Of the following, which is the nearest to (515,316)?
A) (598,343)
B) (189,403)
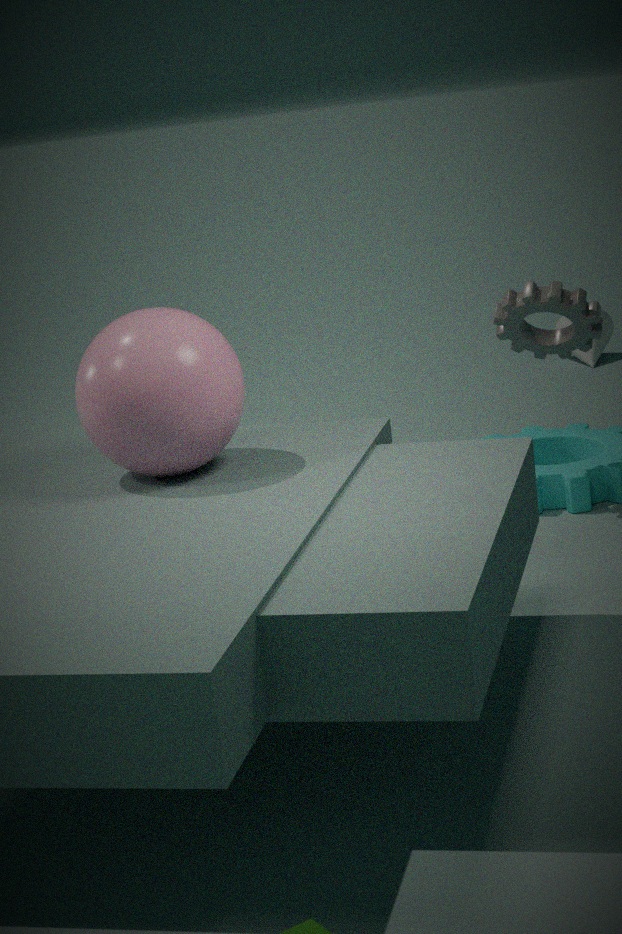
(189,403)
